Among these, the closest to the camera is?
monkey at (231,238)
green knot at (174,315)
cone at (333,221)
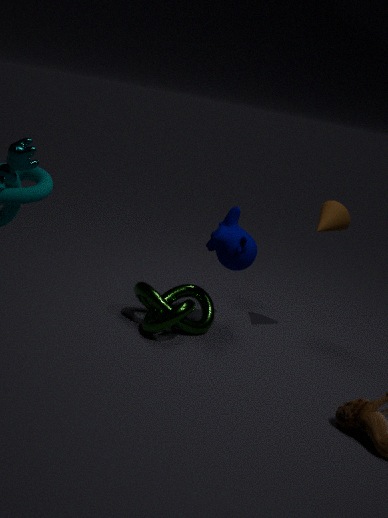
green knot at (174,315)
